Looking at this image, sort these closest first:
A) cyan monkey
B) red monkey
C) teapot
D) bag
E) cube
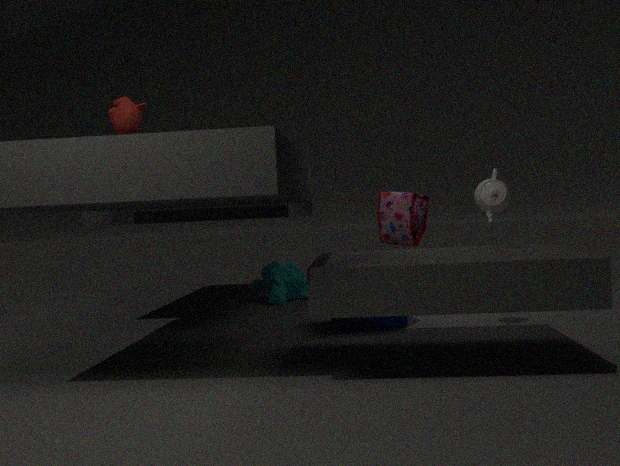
red monkey < teapot < cube < bag < cyan monkey
